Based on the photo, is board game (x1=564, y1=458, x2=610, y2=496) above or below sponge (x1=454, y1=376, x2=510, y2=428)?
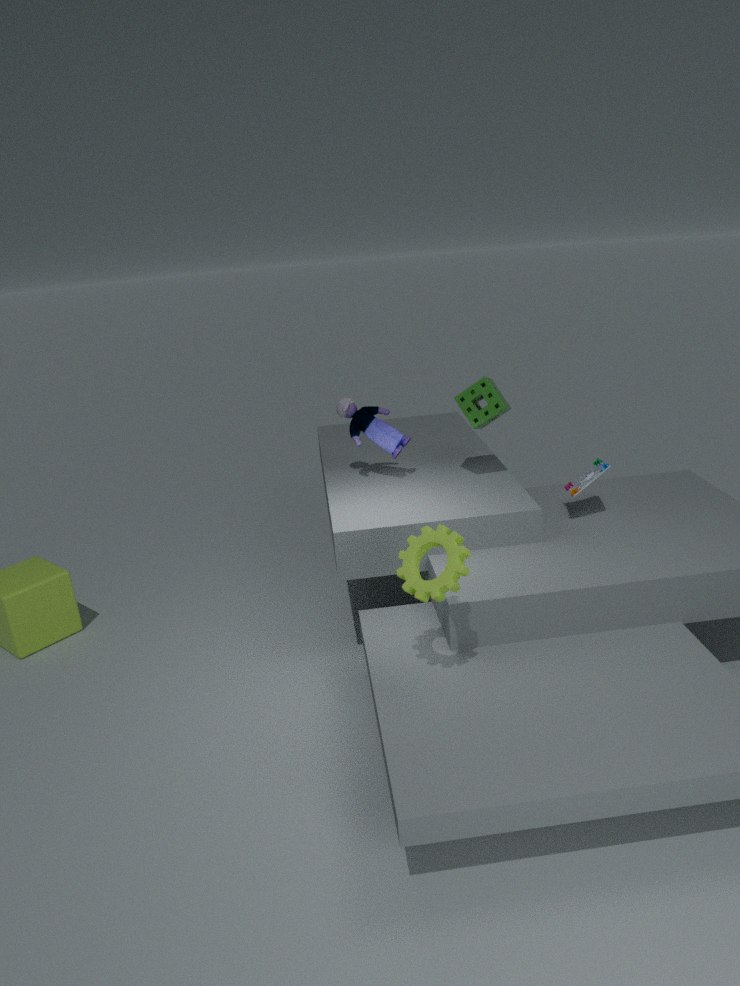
below
